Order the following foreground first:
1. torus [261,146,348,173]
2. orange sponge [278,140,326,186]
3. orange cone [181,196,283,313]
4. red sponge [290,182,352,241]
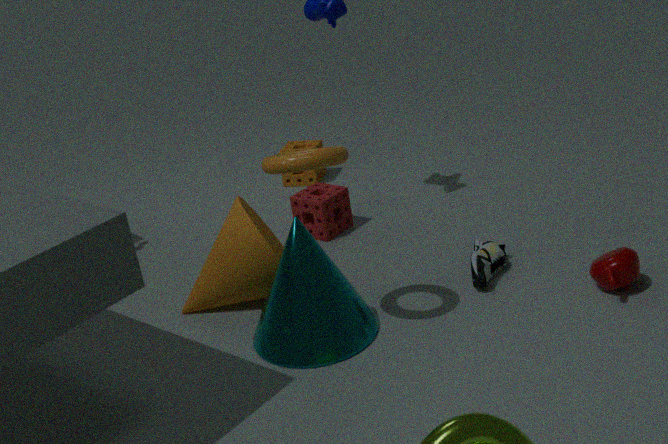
torus [261,146,348,173] < orange cone [181,196,283,313] < red sponge [290,182,352,241] < orange sponge [278,140,326,186]
